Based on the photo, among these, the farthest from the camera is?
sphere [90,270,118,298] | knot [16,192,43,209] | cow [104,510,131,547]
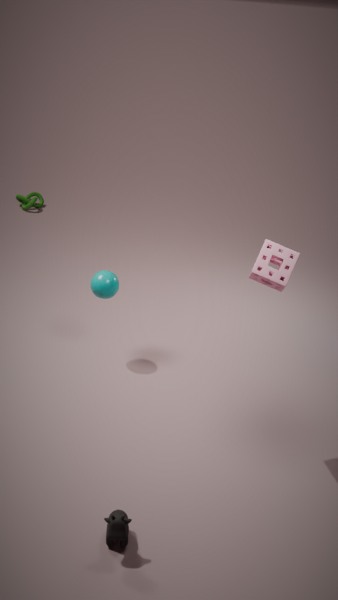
knot [16,192,43,209]
